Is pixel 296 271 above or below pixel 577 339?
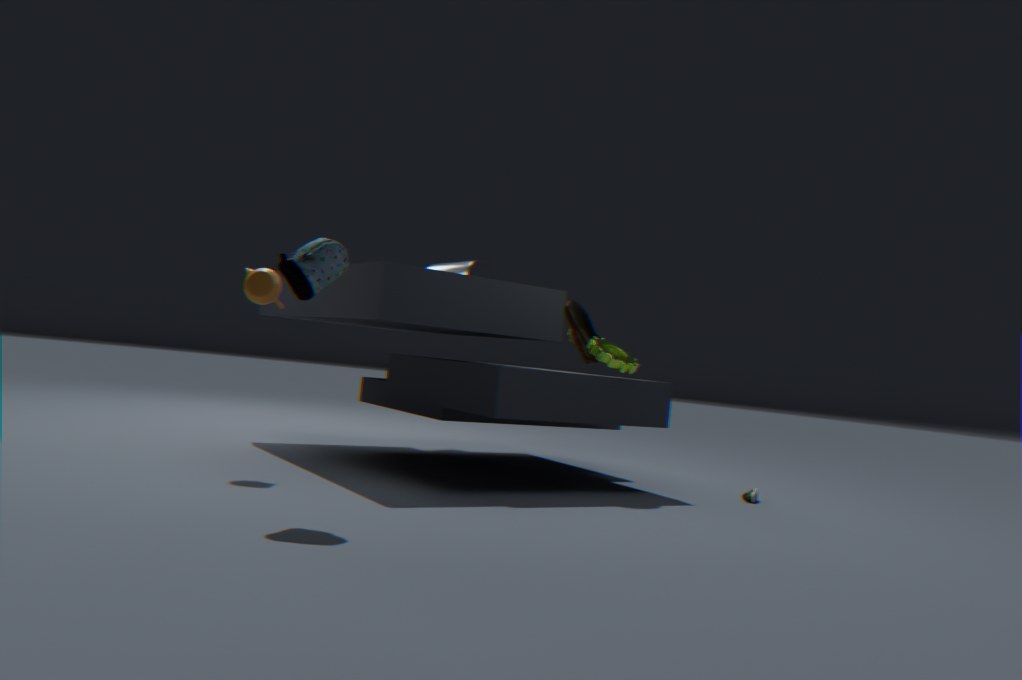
above
